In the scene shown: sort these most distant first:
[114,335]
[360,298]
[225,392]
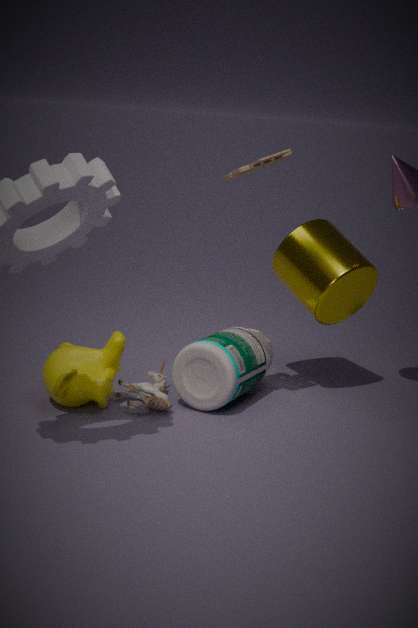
[360,298] < [114,335] < [225,392]
